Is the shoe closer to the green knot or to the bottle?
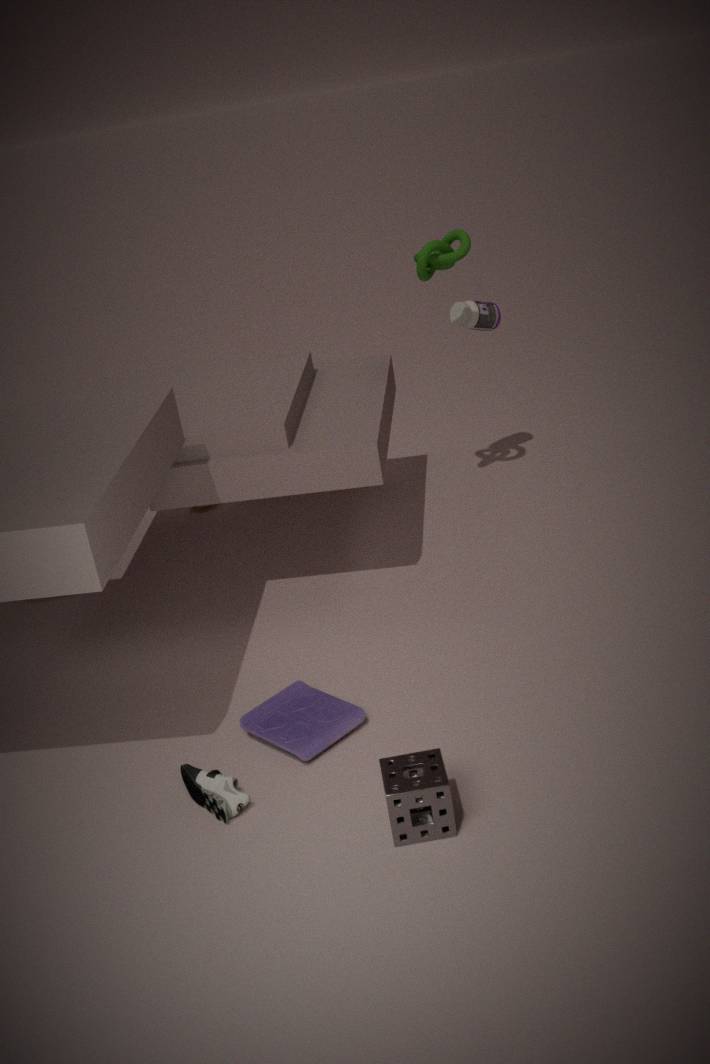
the green knot
